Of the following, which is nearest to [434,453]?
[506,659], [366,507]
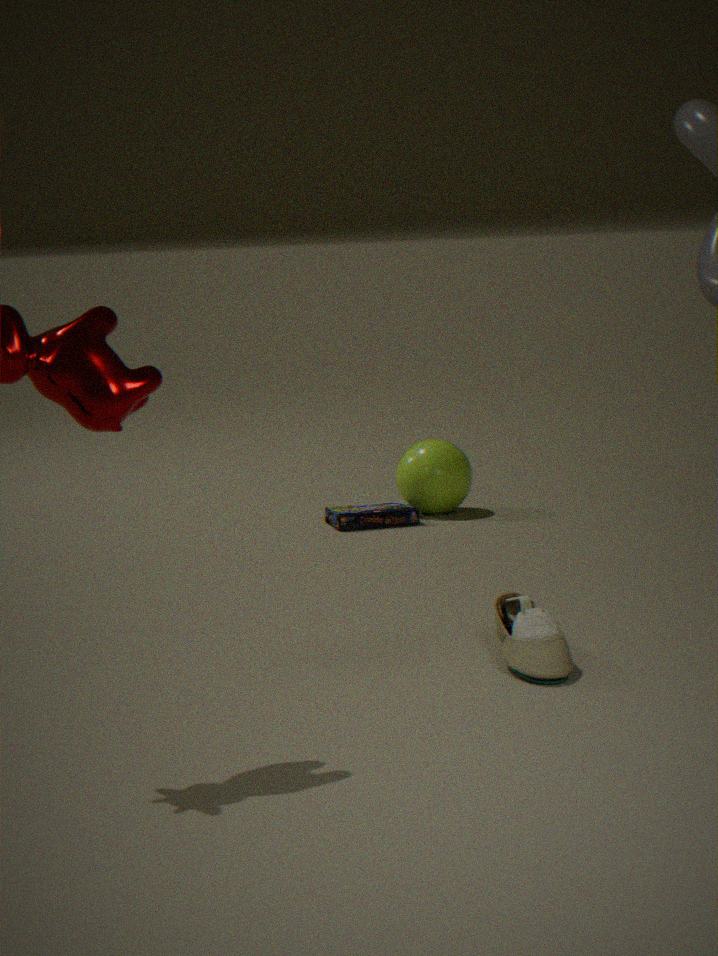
[366,507]
